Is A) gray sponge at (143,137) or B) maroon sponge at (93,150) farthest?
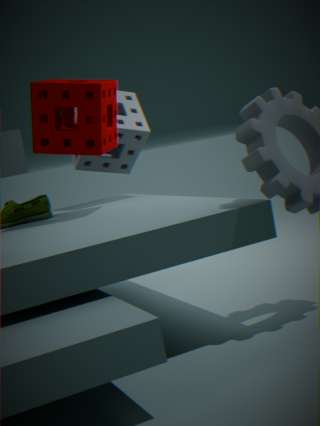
A. gray sponge at (143,137)
